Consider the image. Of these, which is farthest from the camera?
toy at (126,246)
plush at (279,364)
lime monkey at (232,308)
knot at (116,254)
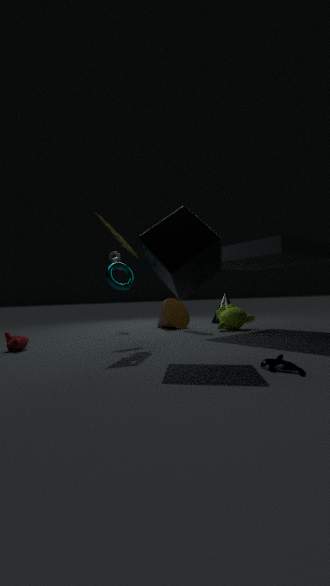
knot at (116,254)
